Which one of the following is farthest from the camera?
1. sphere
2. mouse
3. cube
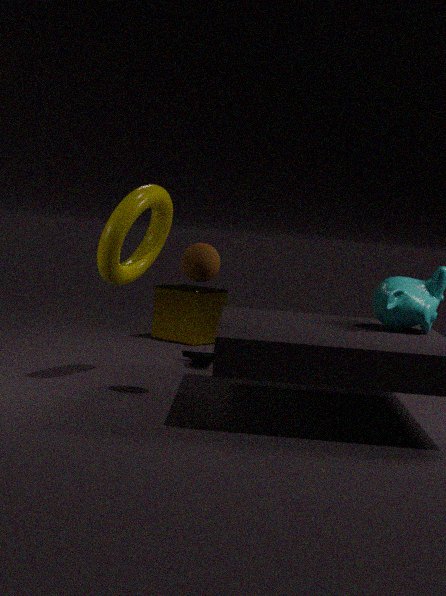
cube
